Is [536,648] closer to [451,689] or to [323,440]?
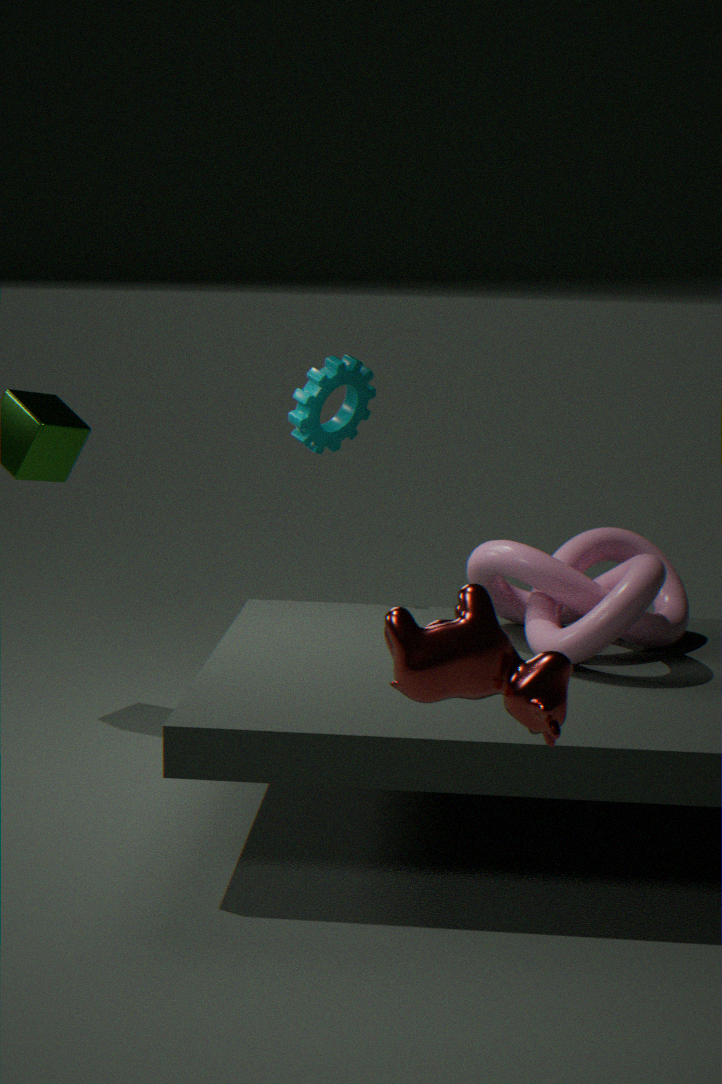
[323,440]
